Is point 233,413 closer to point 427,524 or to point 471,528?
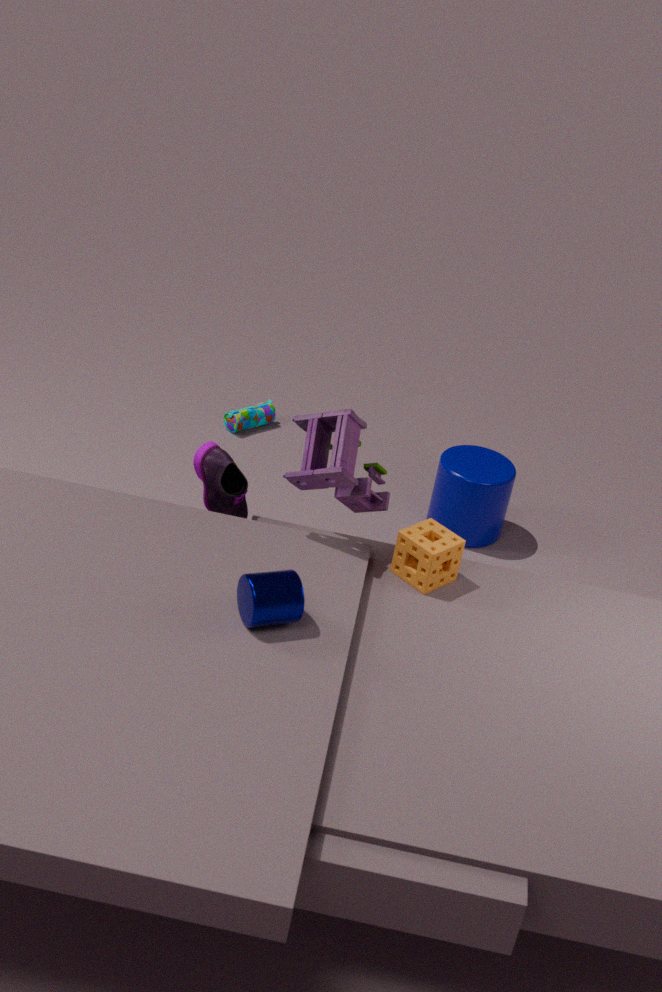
point 471,528
